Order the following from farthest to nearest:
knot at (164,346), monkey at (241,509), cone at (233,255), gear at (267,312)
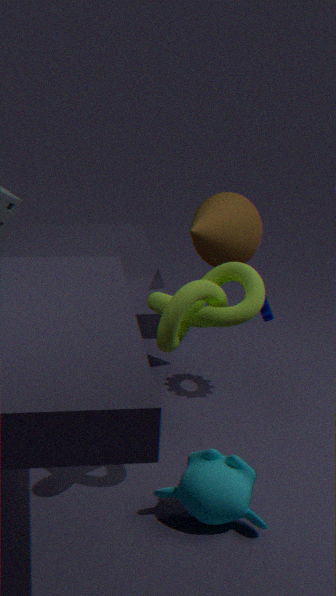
cone at (233,255), gear at (267,312), monkey at (241,509), knot at (164,346)
